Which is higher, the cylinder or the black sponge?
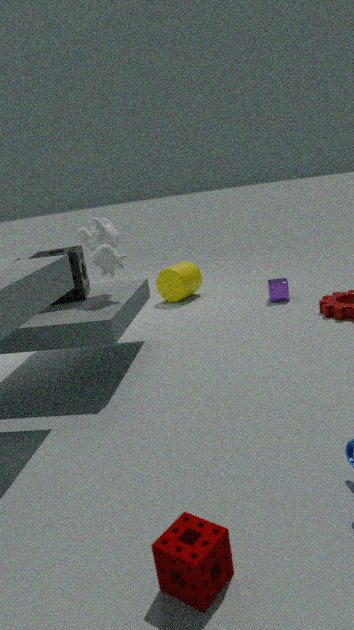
the black sponge
